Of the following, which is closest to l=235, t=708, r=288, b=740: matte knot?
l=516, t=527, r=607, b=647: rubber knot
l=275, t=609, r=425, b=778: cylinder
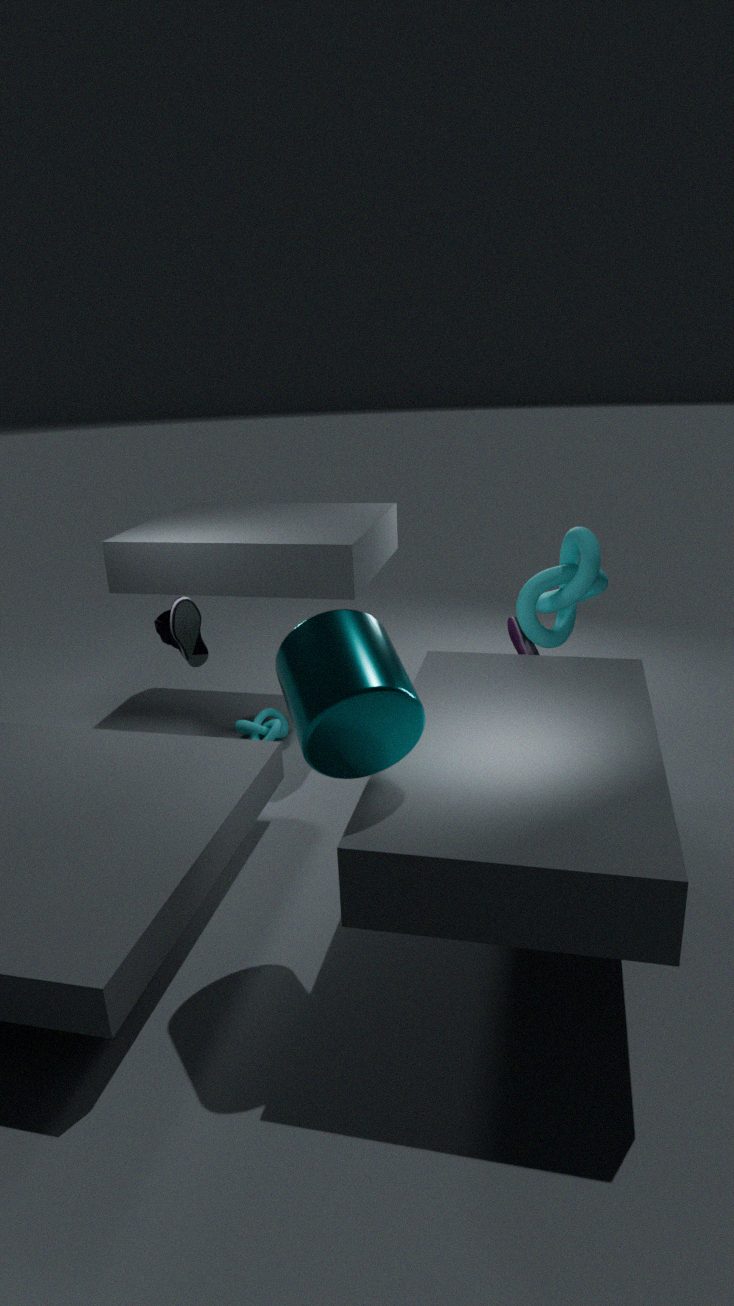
l=516, t=527, r=607, b=647: rubber knot
